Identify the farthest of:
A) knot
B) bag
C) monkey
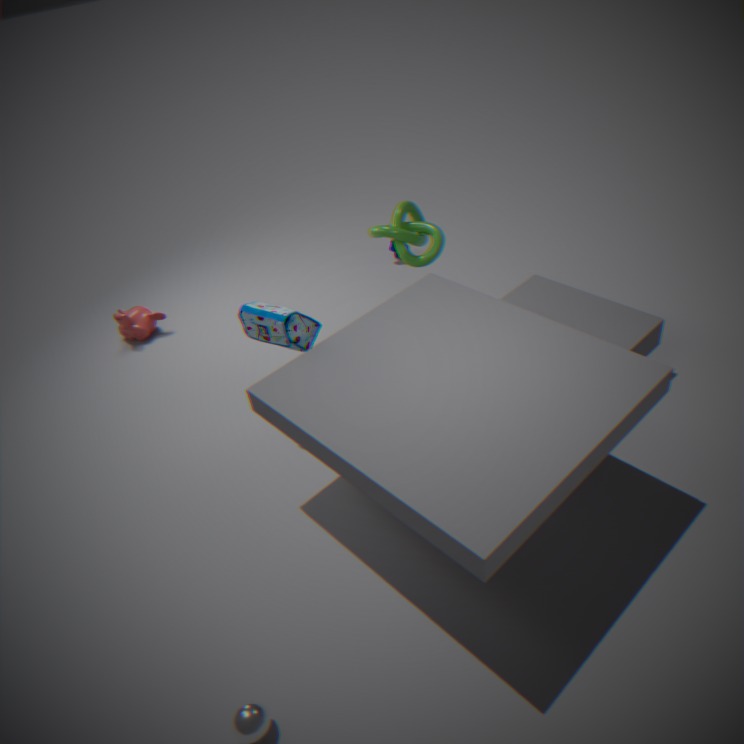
monkey
